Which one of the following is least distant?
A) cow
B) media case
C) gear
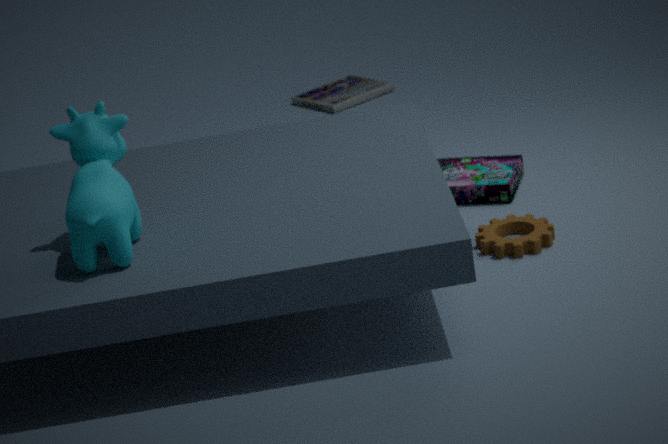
cow
